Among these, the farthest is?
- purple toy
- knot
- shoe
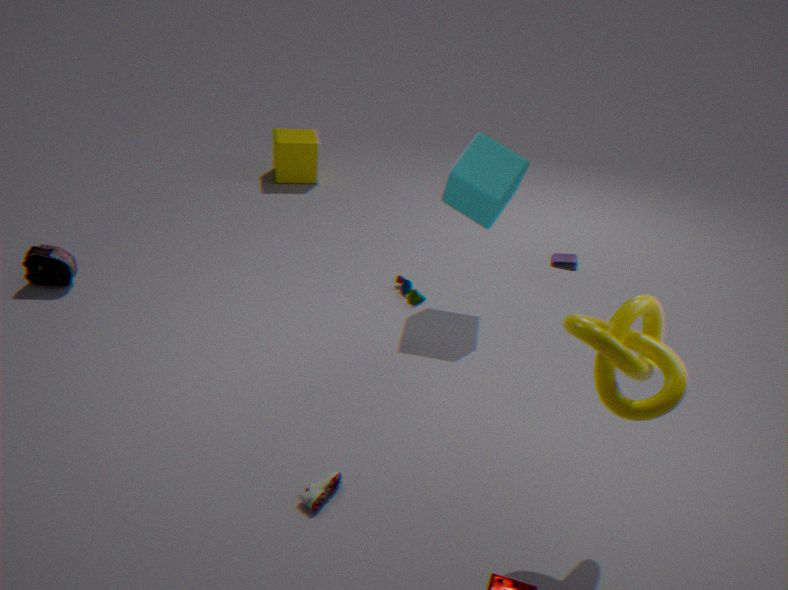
purple toy
